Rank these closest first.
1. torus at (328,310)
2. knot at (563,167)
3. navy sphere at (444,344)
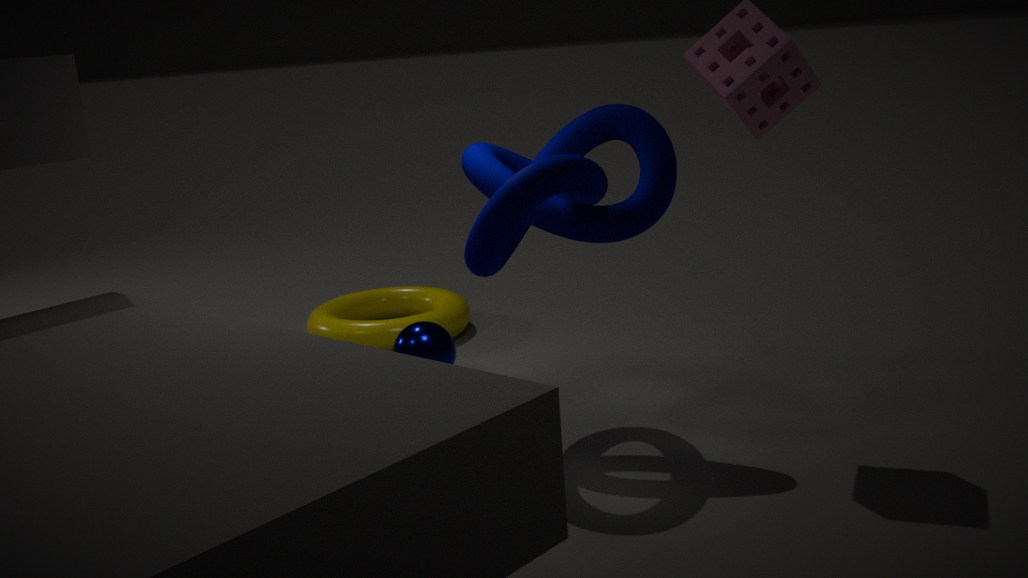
knot at (563,167)
navy sphere at (444,344)
torus at (328,310)
